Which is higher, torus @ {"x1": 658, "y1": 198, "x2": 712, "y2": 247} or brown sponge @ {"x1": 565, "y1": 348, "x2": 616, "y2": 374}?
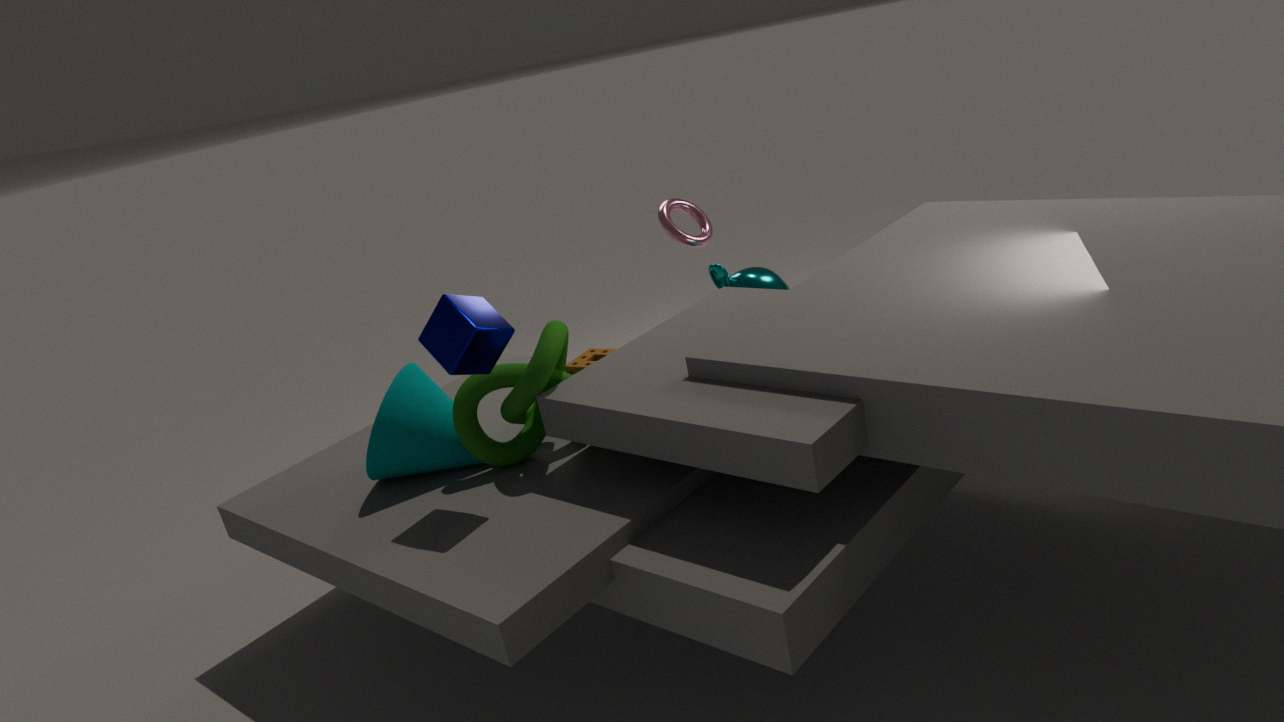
torus @ {"x1": 658, "y1": 198, "x2": 712, "y2": 247}
